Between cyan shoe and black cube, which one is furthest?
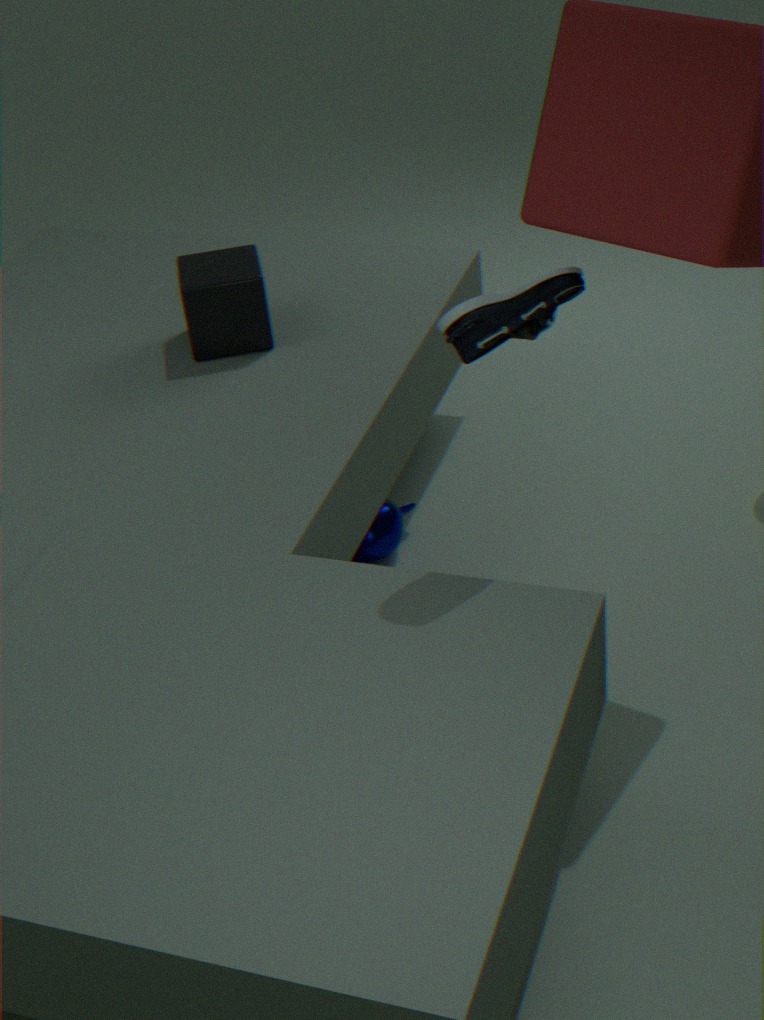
black cube
